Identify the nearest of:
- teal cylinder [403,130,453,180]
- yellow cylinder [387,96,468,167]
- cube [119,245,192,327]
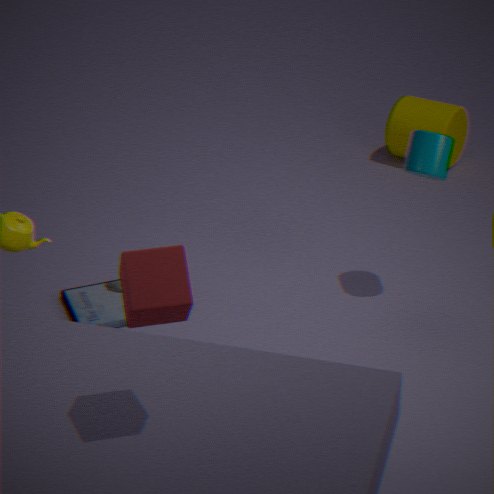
cube [119,245,192,327]
